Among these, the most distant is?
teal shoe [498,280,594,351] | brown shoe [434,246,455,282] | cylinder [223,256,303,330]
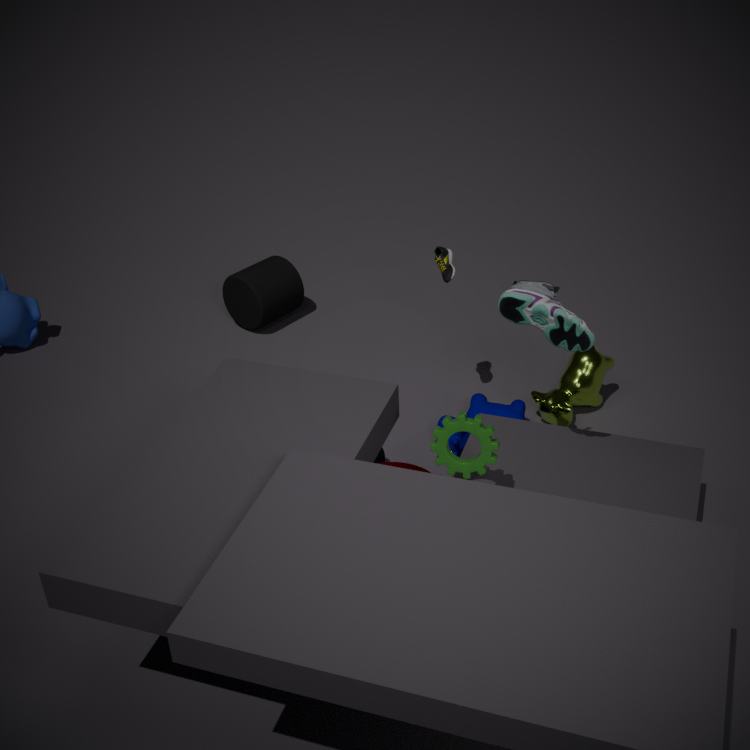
cylinder [223,256,303,330]
